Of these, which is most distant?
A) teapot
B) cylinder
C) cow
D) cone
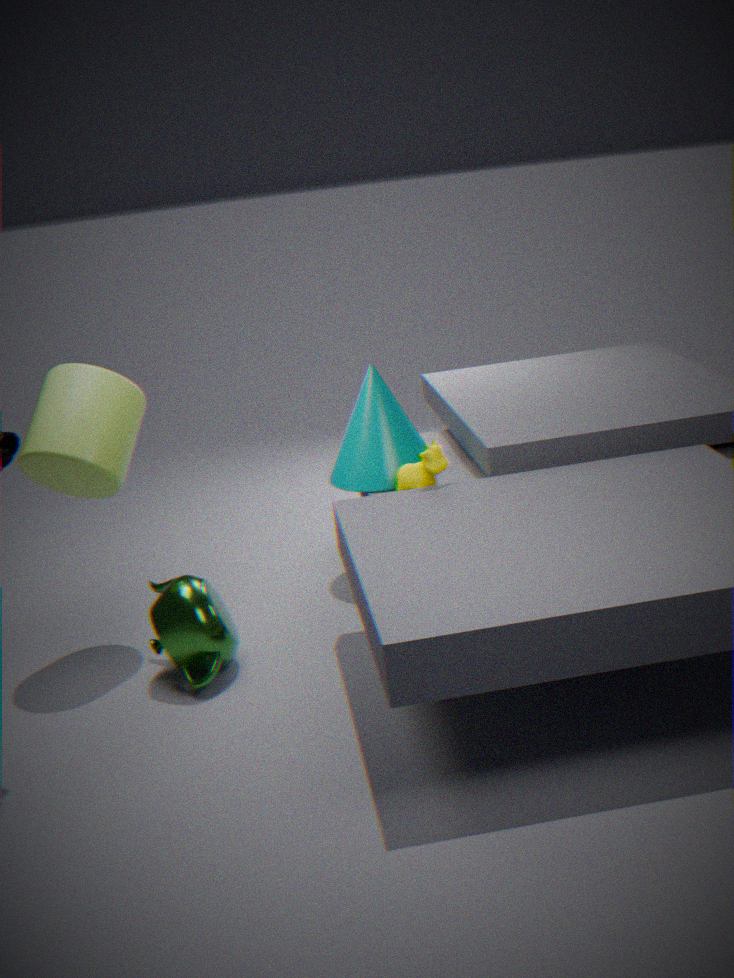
cone
